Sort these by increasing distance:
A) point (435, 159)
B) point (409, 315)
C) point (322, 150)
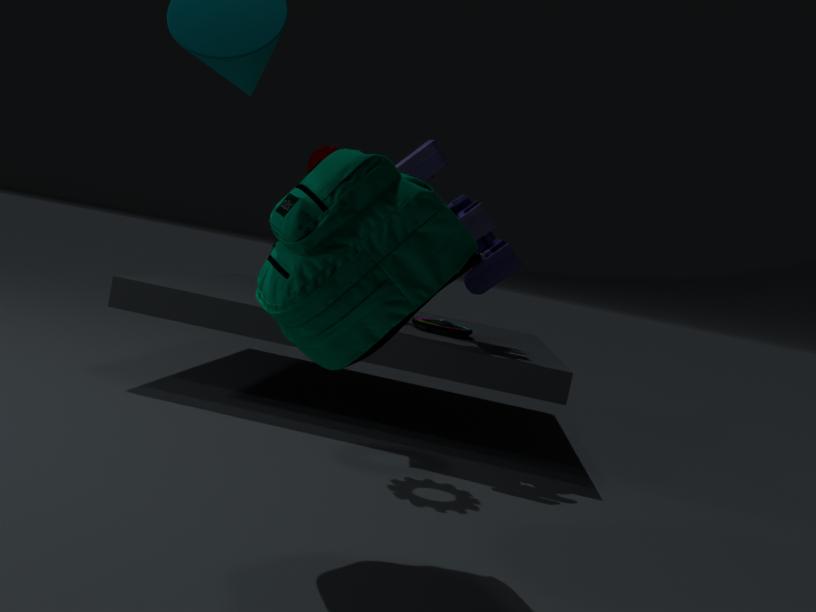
point (409, 315), point (435, 159), point (322, 150)
